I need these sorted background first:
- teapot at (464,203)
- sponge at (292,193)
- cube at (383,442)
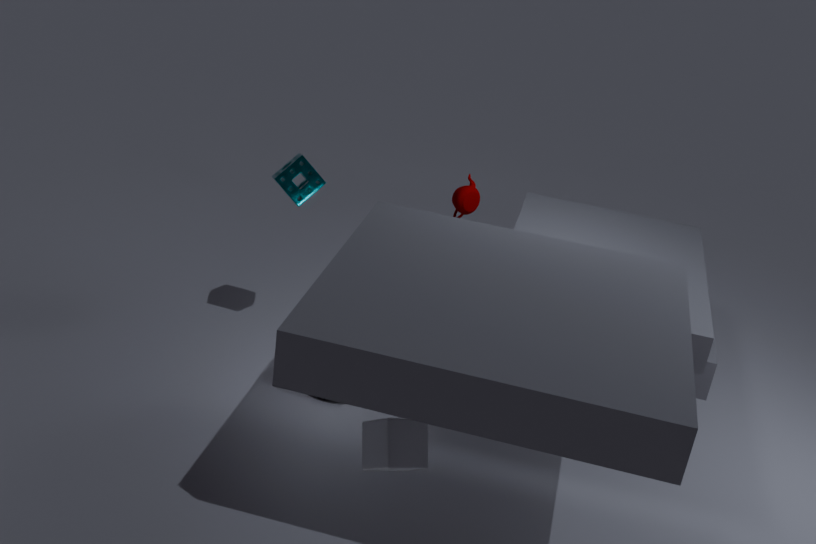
teapot at (464,203), sponge at (292,193), cube at (383,442)
